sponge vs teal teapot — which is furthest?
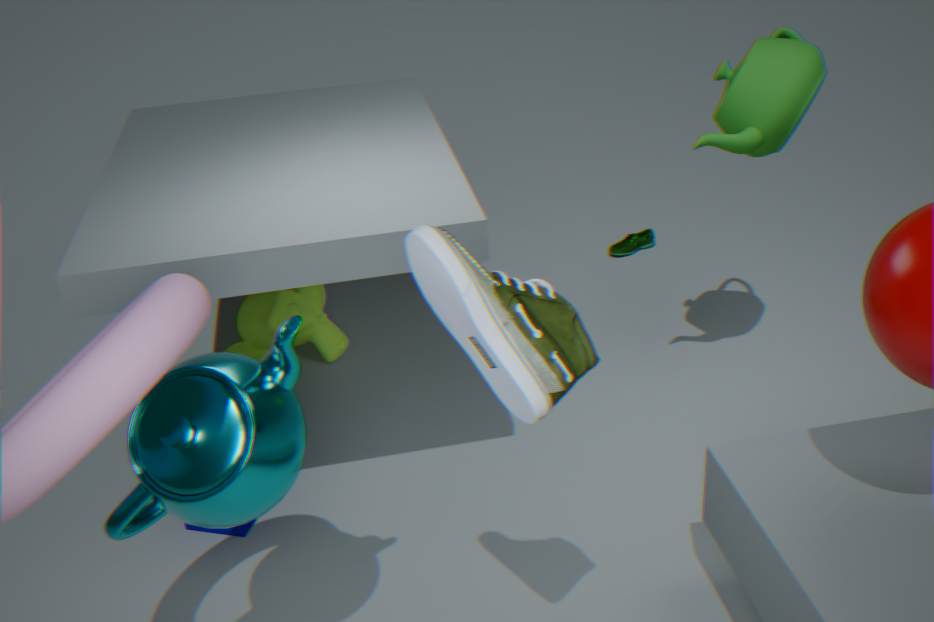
sponge
